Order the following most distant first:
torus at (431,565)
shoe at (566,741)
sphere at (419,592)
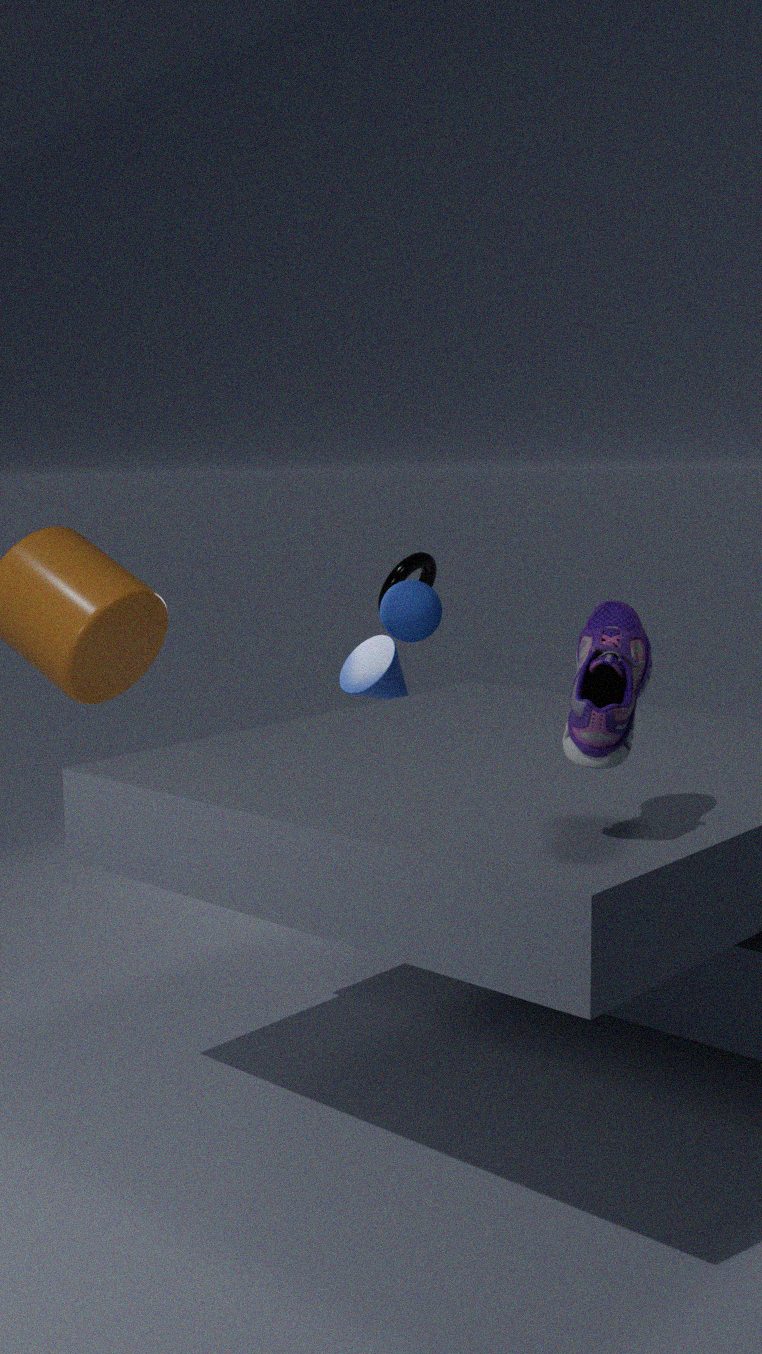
torus at (431,565) → sphere at (419,592) → shoe at (566,741)
